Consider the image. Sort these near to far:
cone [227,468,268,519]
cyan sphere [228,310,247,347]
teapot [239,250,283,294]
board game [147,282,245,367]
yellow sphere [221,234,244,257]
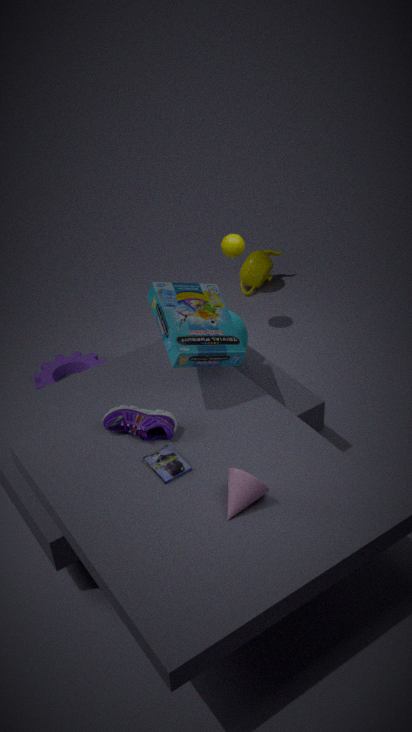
cone [227,468,268,519] → board game [147,282,245,367] → cyan sphere [228,310,247,347] → yellow sphere [221,234,244,257] → teapot [239,250,283,294]
